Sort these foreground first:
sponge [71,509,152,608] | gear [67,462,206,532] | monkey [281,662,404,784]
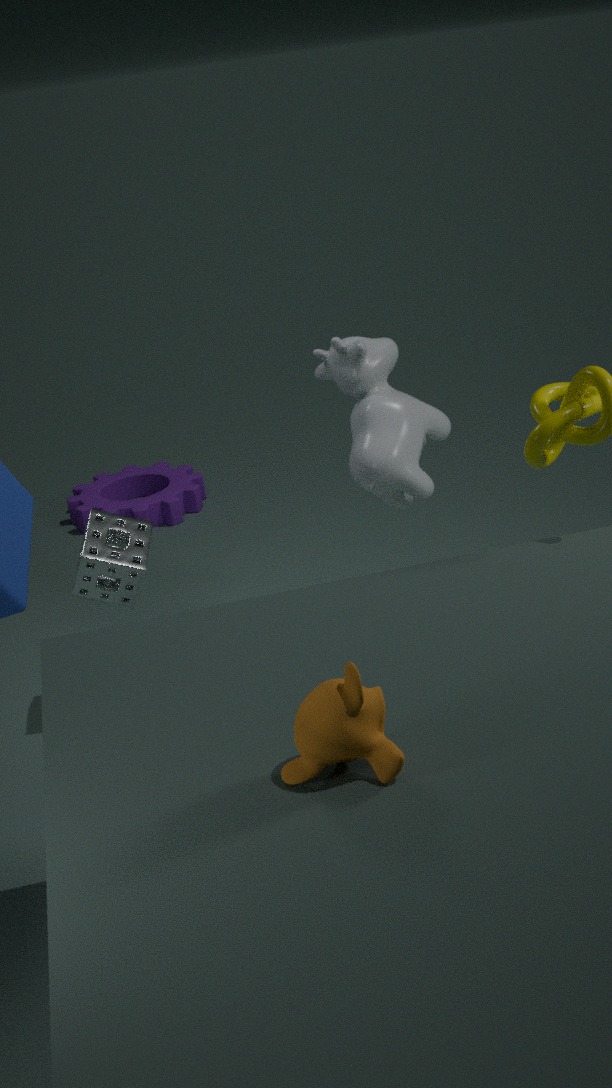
monkey [281,662,404,784]
sponge [71,509,152,608]
gear [67,462,206,532]
